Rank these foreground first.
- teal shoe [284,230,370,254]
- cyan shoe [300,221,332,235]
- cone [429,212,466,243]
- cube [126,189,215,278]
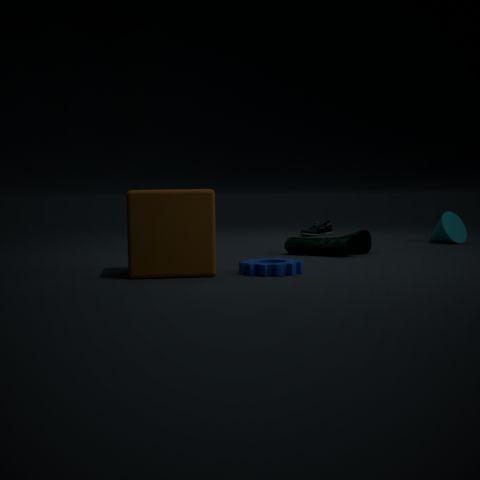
cube [126,189,215,278], teal shoe [284,230,370,254], cone [429,212,466,243], cyan shoe [300,221,332,235]
